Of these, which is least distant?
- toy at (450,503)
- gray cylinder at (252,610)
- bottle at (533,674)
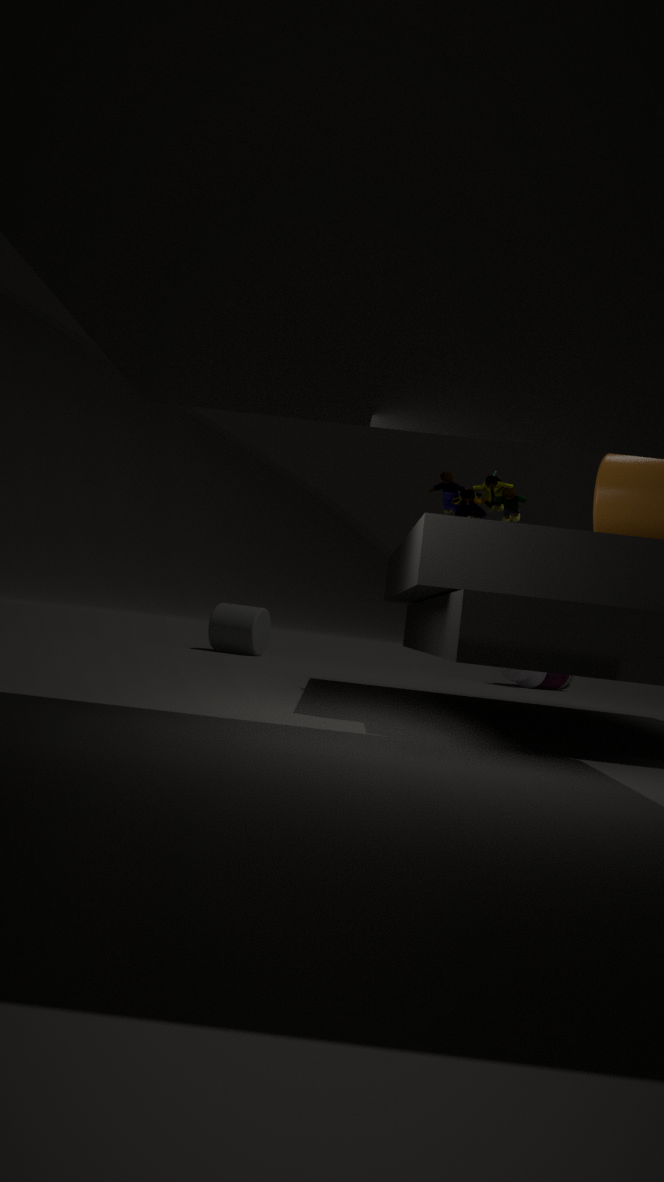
toy at (450,503)
